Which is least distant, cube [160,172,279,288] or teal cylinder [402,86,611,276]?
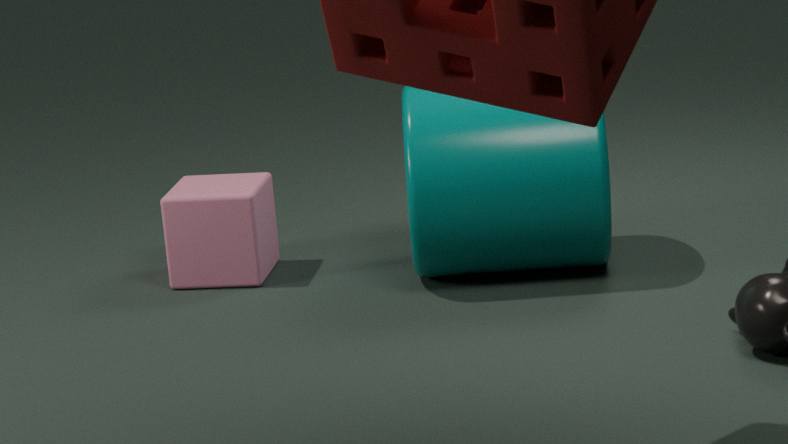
teal cylinder [402,86,611,276]
